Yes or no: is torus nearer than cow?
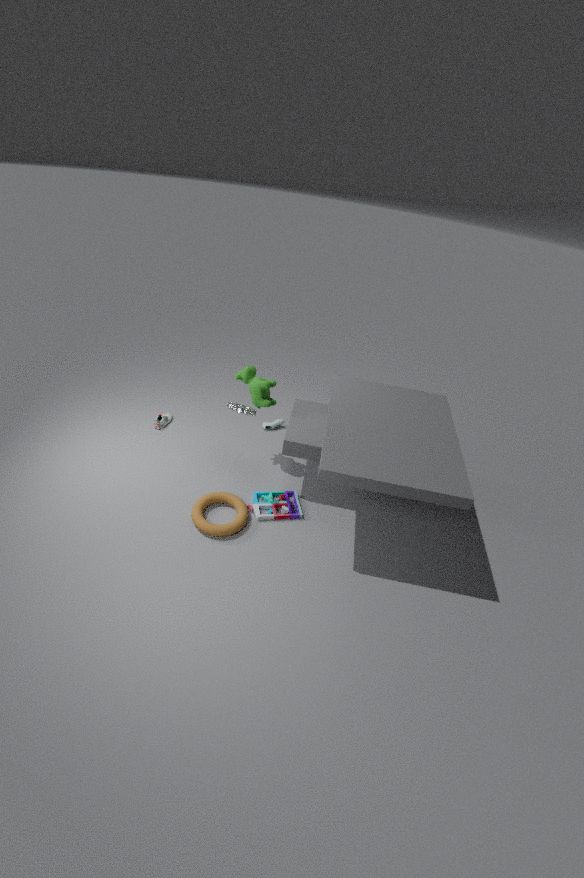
Yes
